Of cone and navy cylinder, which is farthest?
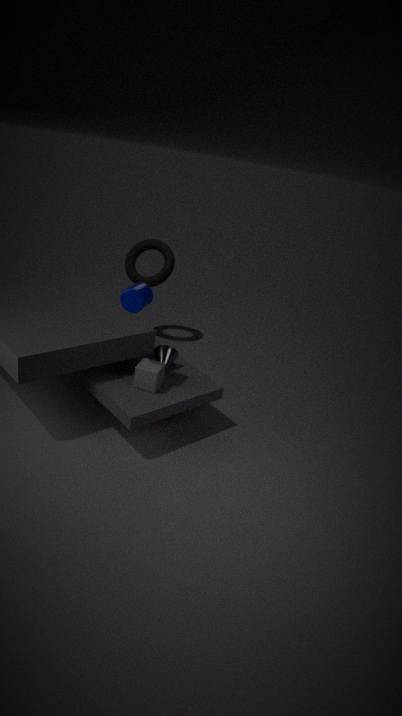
cone
